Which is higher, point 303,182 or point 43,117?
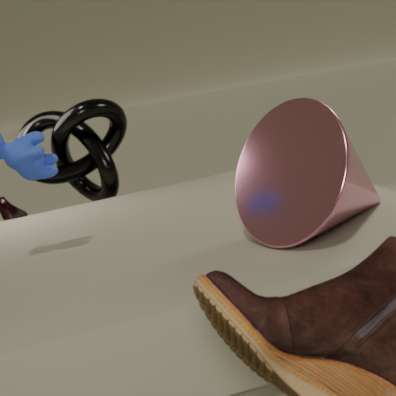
point 43,117
